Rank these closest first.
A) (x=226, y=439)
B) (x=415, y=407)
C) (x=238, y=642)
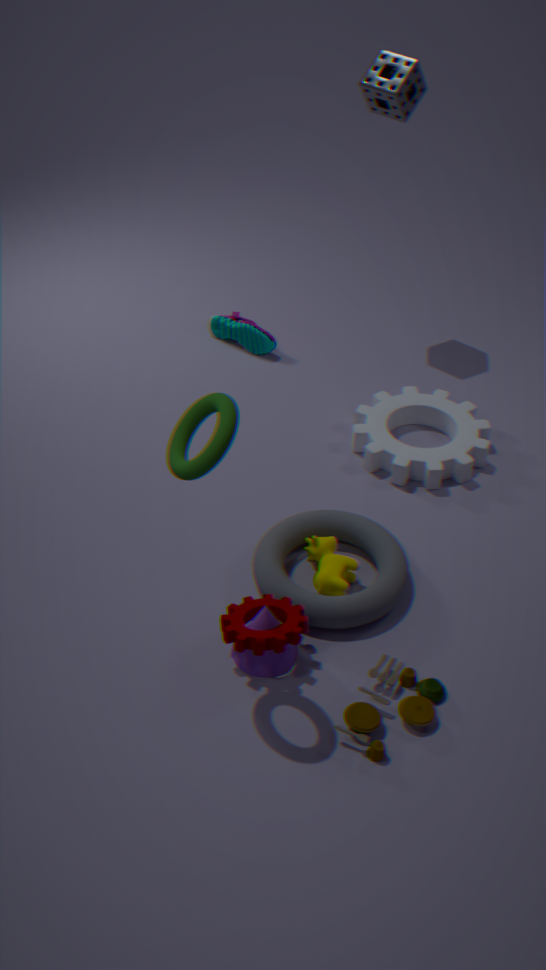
(x=226, y=439)
(x=238, y=642)
(x=415, y=407)
